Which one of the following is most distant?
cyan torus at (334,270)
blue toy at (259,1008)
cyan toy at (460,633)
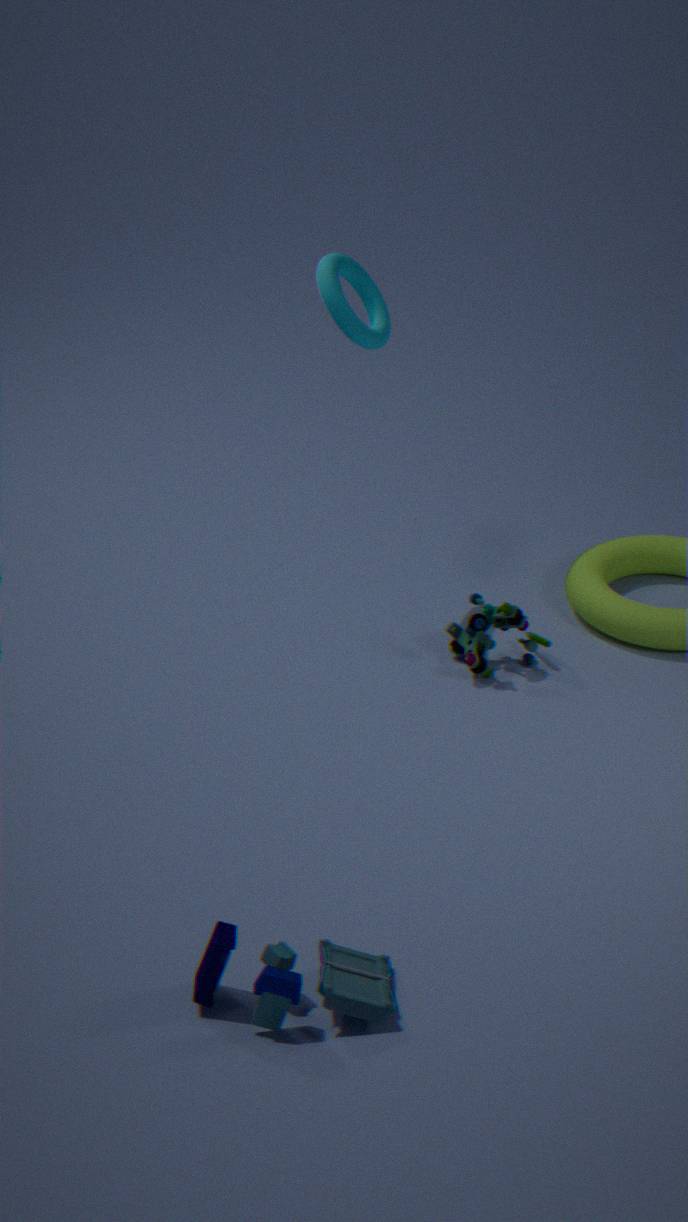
cyan torus at (334,270)
